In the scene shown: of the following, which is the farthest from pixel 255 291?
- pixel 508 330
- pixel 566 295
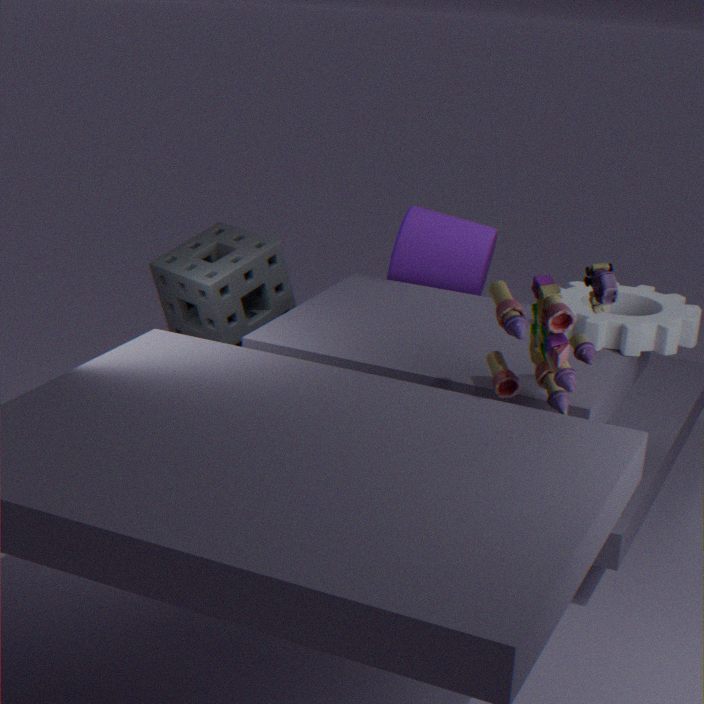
pixel 508 330
